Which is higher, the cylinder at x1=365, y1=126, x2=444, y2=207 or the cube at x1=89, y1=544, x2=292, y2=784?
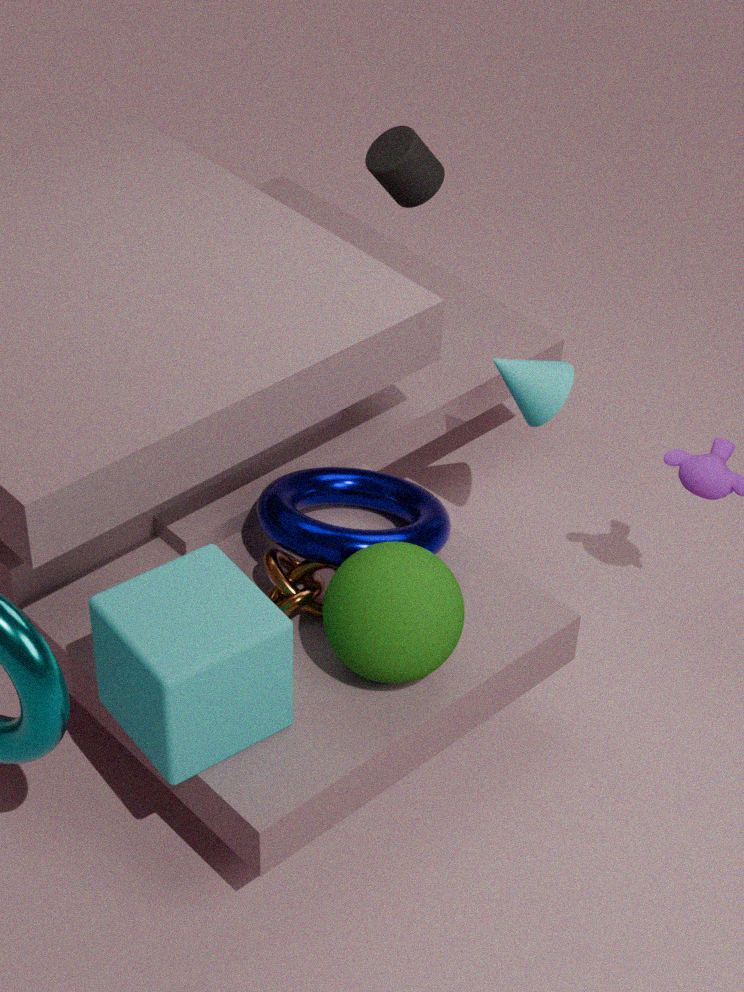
the cylinder at x1=365, y1=126, x2=444, y2=207
